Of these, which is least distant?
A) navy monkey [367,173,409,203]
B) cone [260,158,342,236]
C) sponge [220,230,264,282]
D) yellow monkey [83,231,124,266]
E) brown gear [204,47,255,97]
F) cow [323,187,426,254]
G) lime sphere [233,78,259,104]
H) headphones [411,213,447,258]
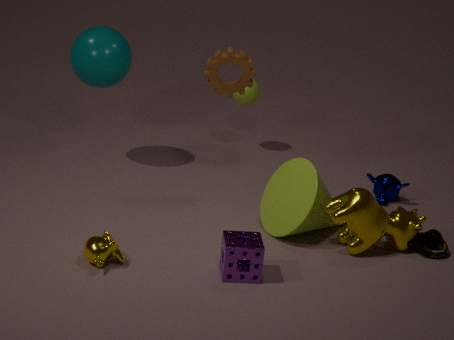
sponge [220,230,264,282]
